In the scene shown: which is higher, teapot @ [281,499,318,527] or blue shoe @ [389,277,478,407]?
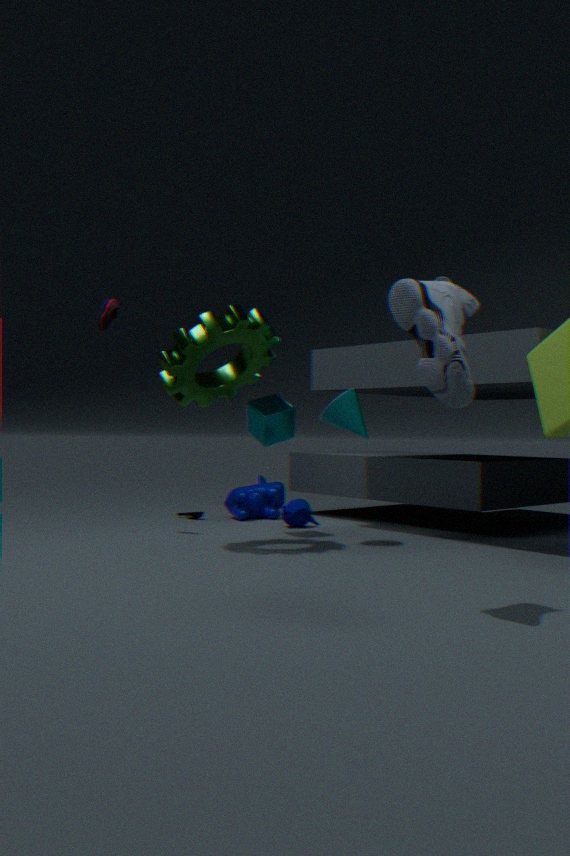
blue shoe @ [389,277,478,407]
